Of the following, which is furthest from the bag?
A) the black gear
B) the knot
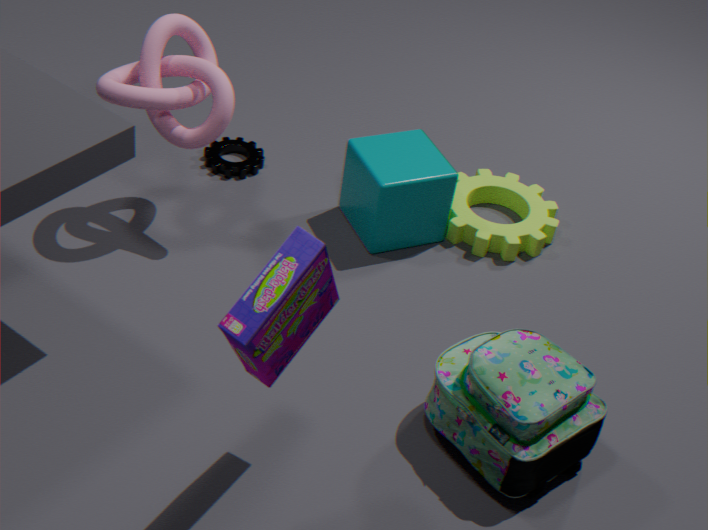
the black gear
